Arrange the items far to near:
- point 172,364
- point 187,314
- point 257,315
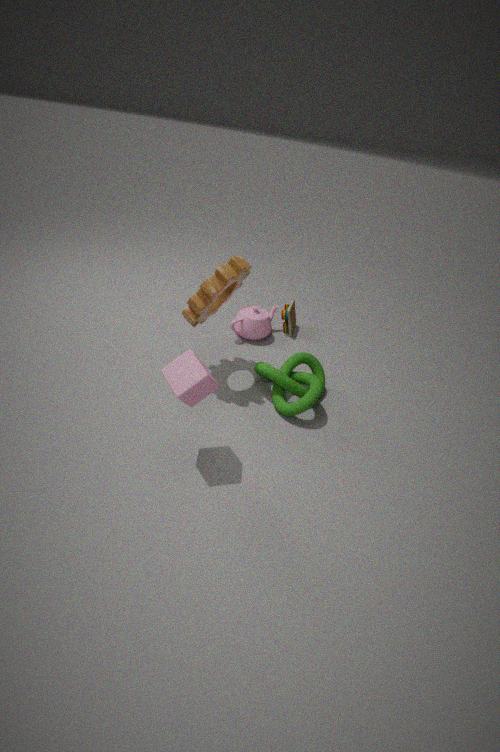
point 257,315 < point 187,314 < point 172,364
